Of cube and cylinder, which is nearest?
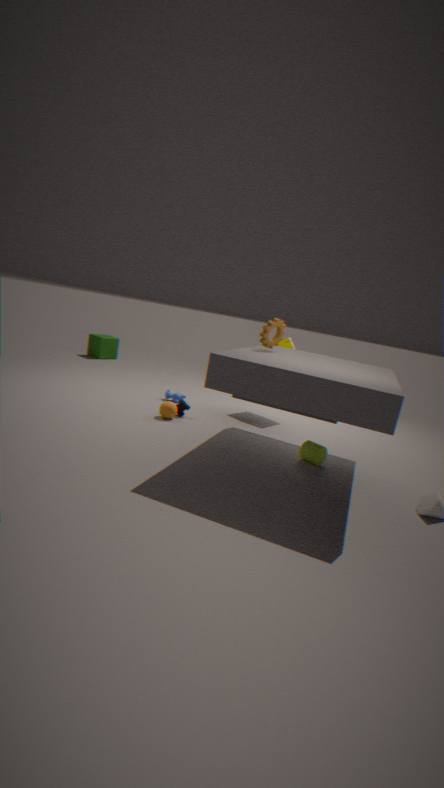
cylinder
